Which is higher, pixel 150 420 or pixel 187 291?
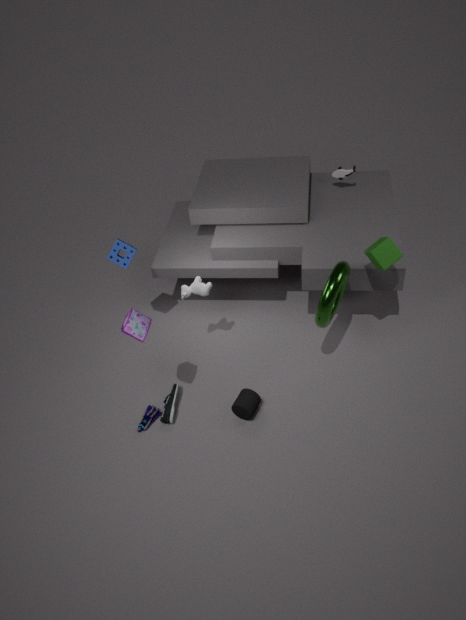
pixel 187 291
